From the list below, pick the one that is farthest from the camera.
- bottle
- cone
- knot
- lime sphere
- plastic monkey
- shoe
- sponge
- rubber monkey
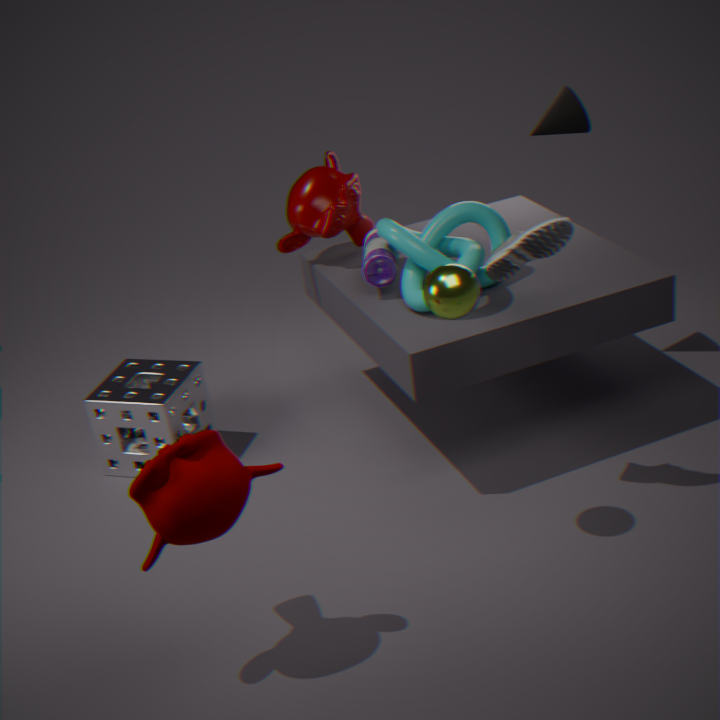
plastic monkey
